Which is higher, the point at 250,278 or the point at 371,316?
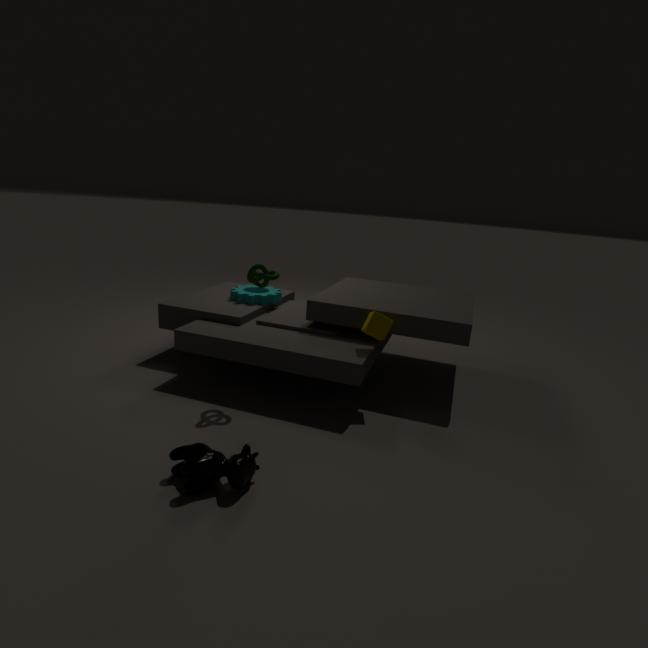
the point at 250,278
